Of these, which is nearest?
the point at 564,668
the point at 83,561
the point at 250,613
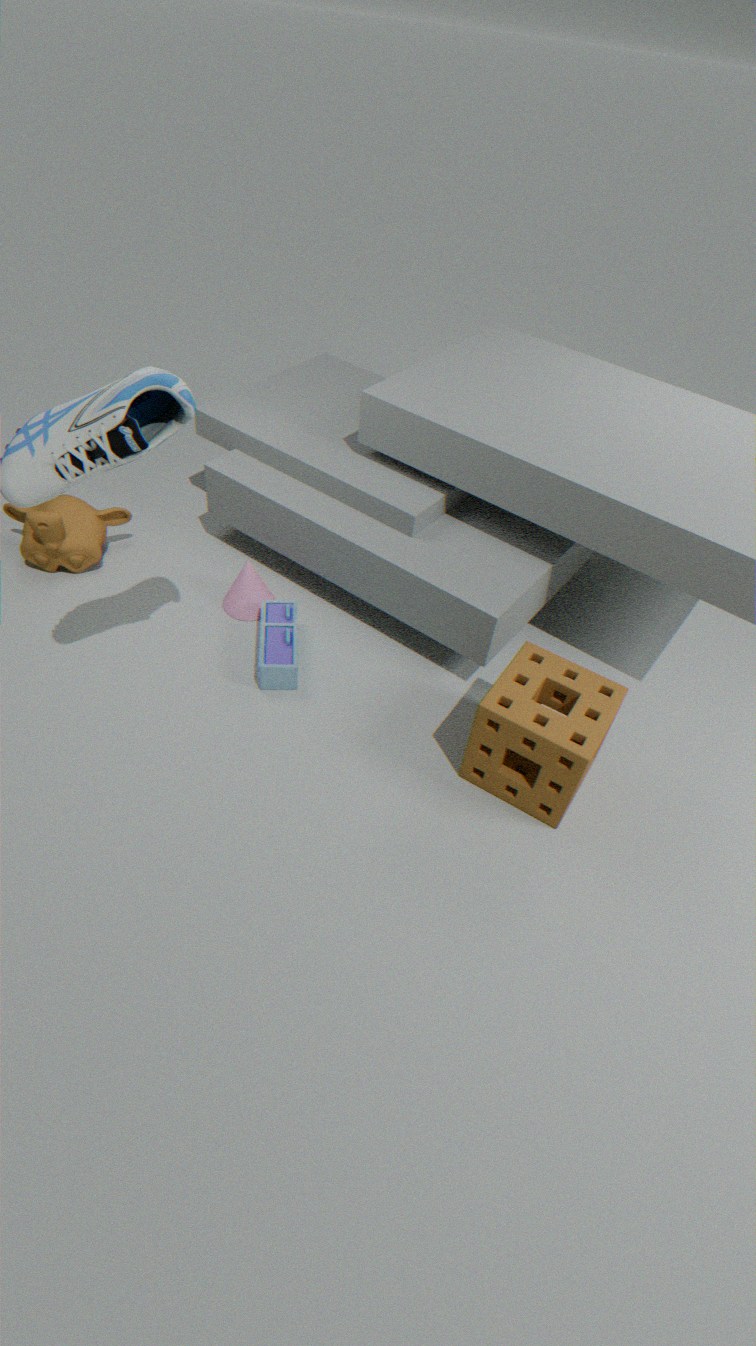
the point at 564,668
